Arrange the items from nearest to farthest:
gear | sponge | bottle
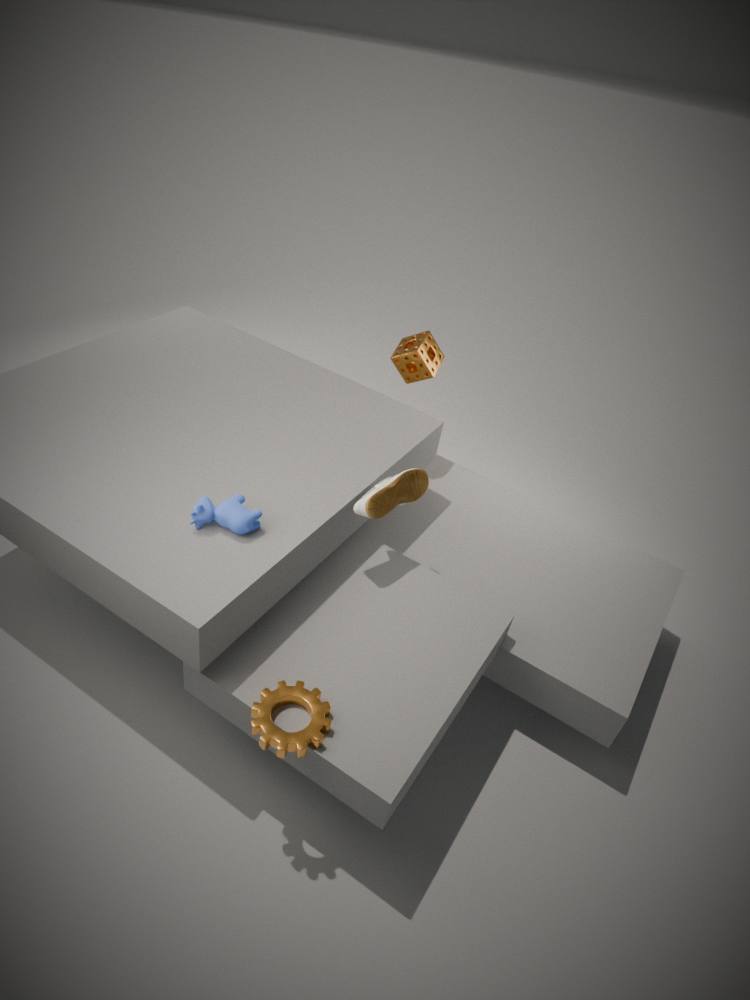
gear → bottle → sponge
